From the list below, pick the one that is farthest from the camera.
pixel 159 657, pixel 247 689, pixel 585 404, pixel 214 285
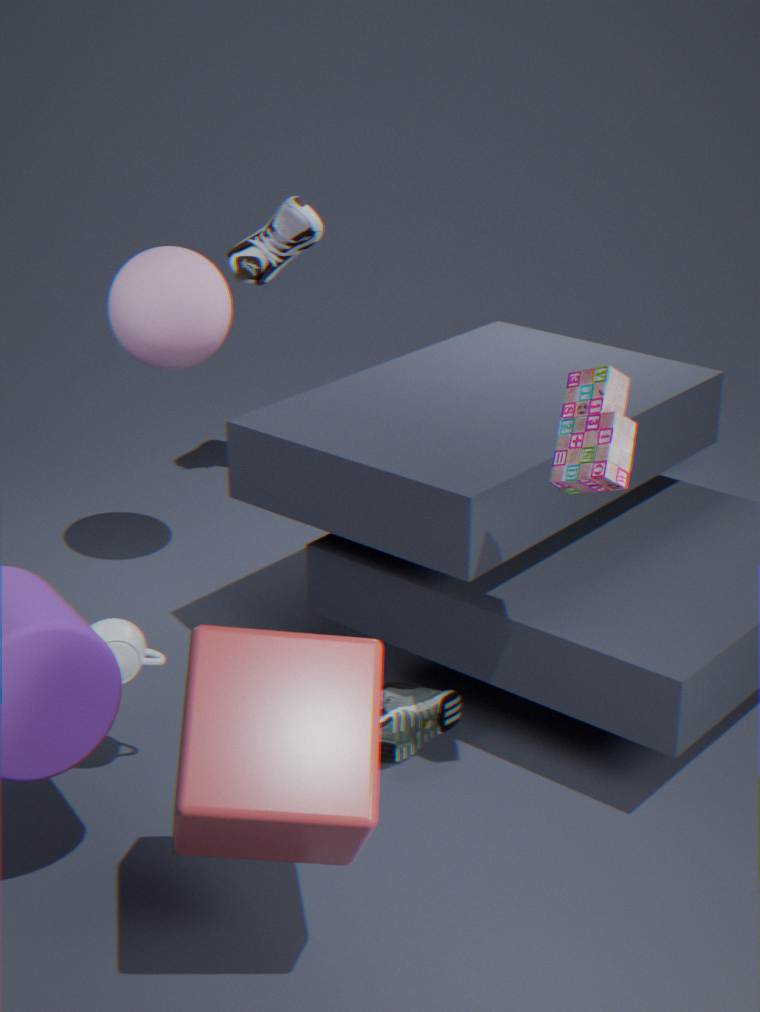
pixel 214 285
